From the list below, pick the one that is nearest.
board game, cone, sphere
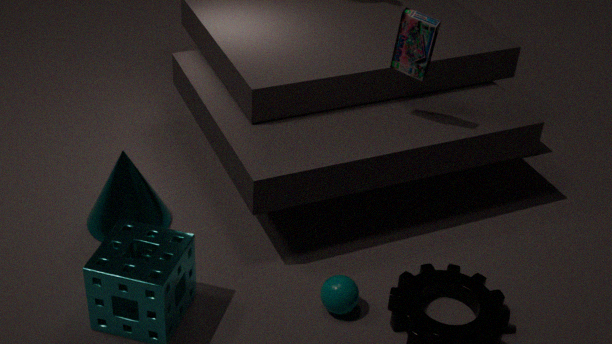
sphere
